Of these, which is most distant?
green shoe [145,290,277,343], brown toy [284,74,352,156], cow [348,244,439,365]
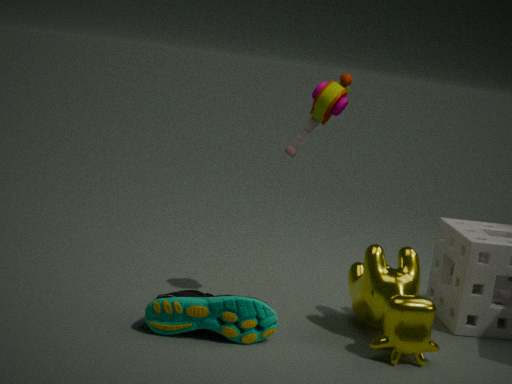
brown toy [284,74,352,156]
